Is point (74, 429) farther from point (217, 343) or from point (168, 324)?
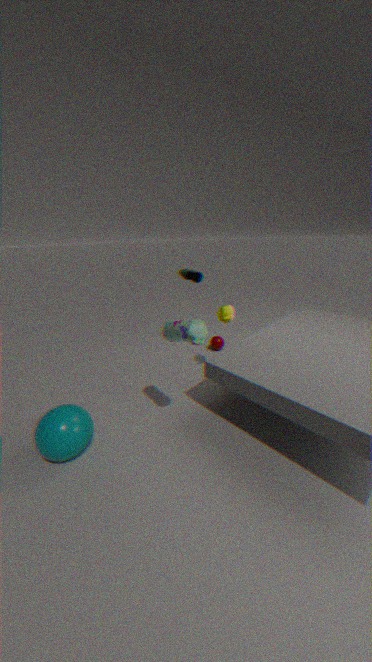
point (217, 343)
